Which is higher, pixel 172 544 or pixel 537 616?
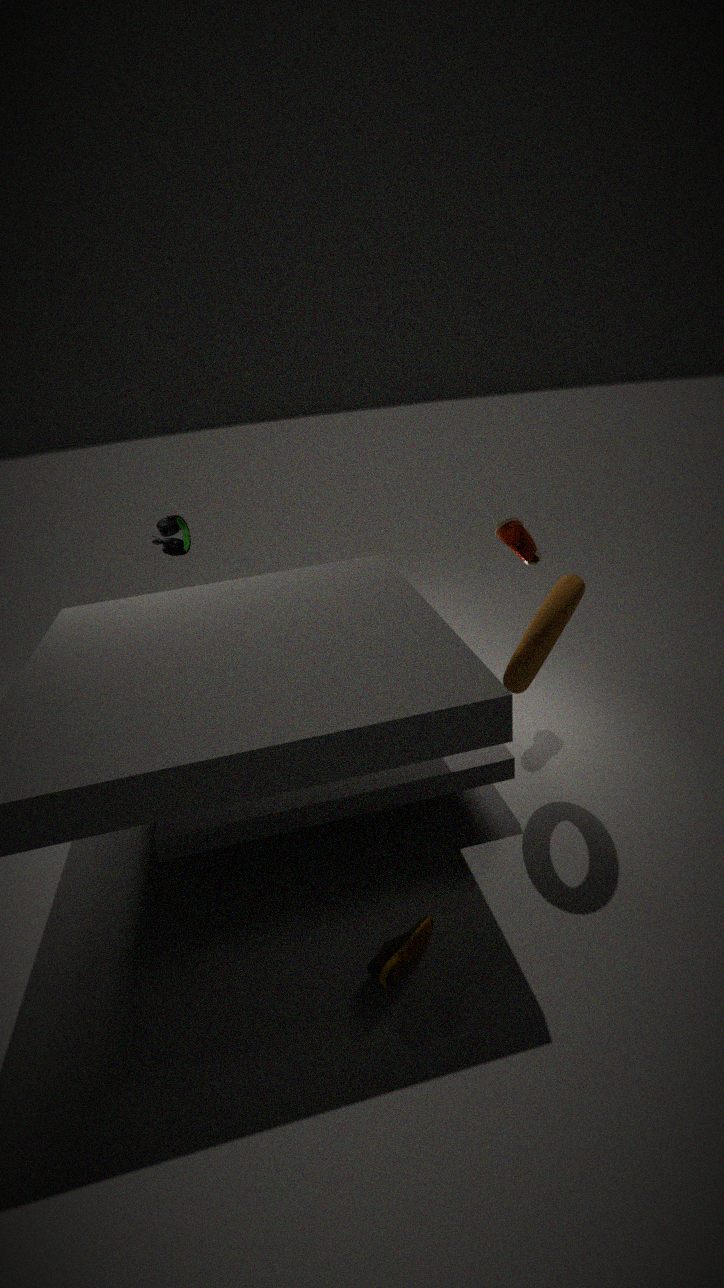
pixel 172 544
